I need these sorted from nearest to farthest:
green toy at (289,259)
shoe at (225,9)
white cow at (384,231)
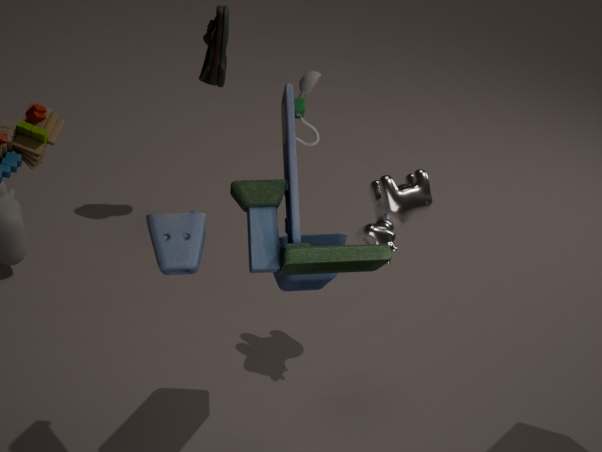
green toy at (289,259) → white cow at (384,231) → shoe at (225,9)
